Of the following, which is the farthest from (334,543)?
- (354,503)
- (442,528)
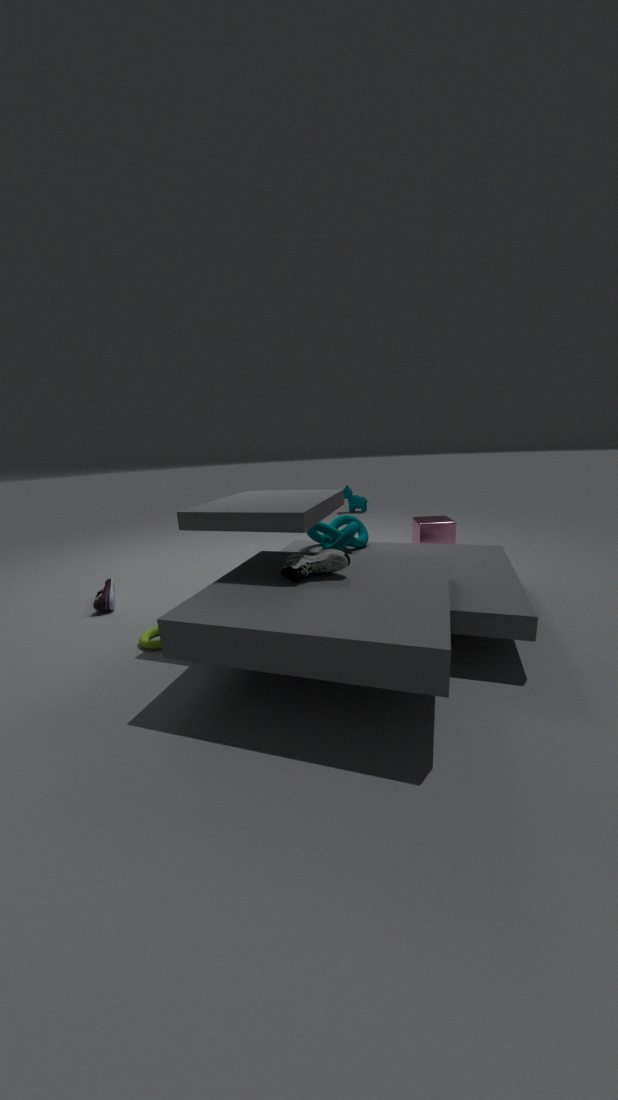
(354,503)
